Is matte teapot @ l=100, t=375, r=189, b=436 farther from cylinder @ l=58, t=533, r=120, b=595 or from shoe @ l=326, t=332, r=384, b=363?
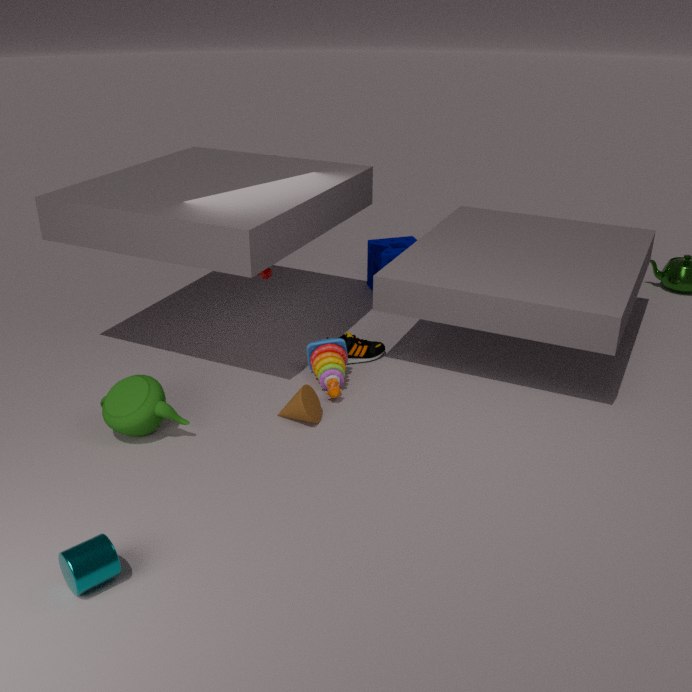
shoe @ l=326, t=332, r=384, b=363
